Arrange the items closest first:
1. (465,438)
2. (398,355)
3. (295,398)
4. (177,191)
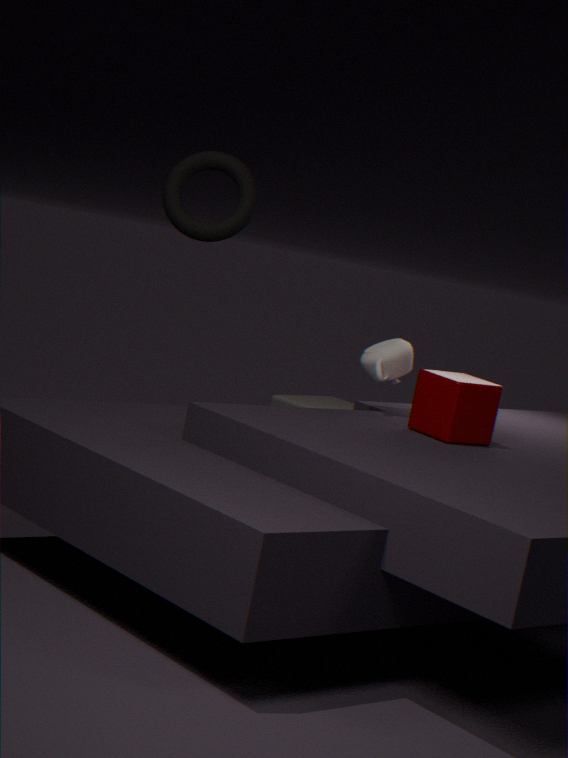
1. (177,191)
2. (465,438)
3. (398,355)
4. (295,398)
